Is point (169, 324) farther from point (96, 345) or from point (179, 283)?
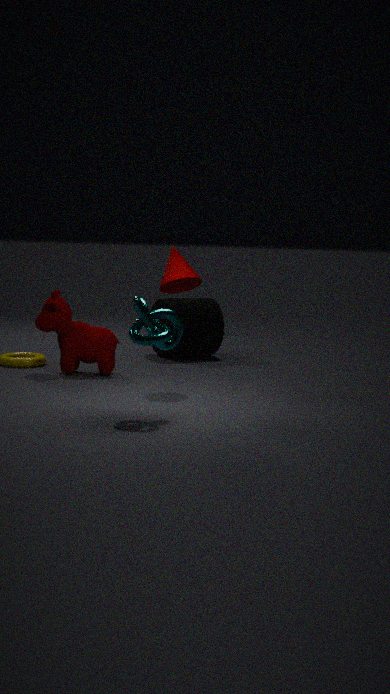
point (179, 283)
